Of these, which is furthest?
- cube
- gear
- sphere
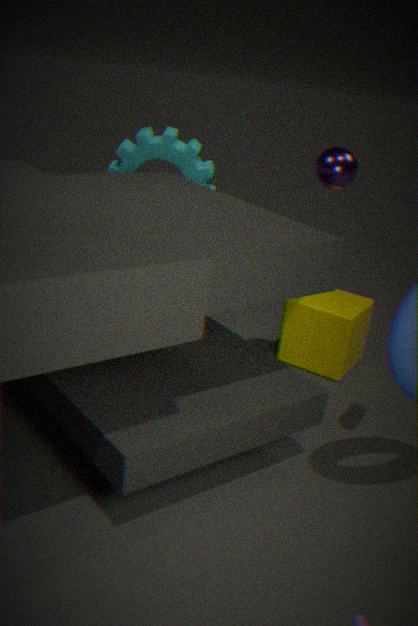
cube
